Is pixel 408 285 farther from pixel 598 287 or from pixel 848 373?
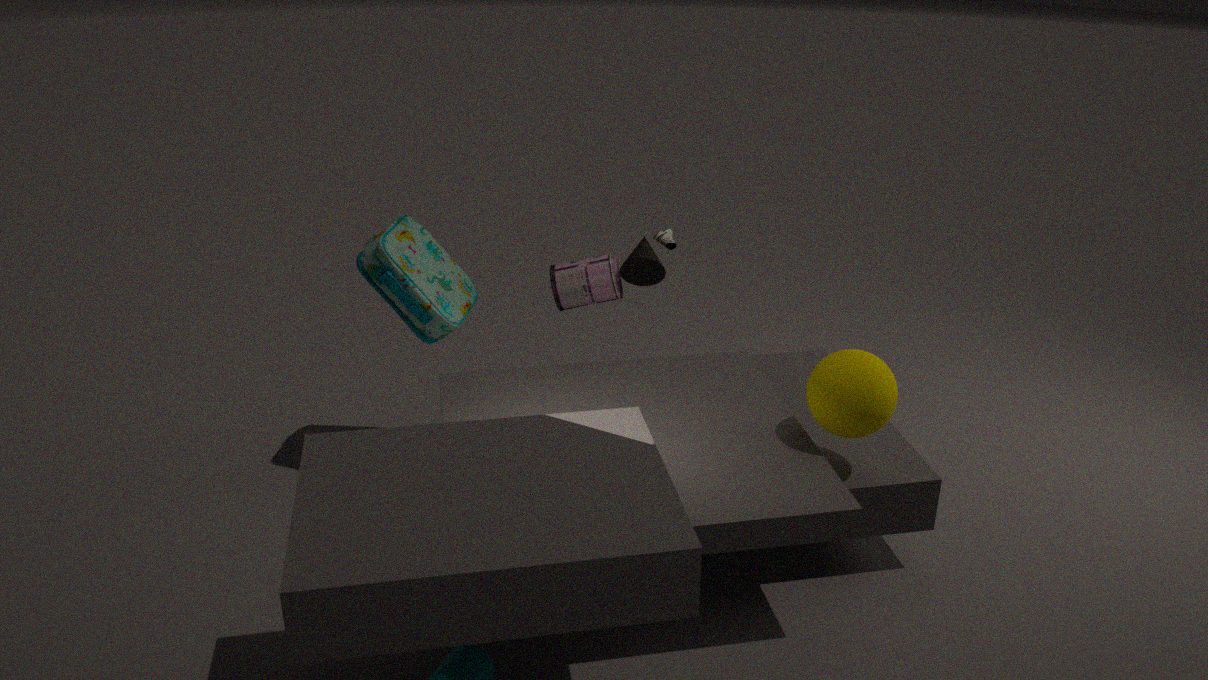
pixel 848 373
